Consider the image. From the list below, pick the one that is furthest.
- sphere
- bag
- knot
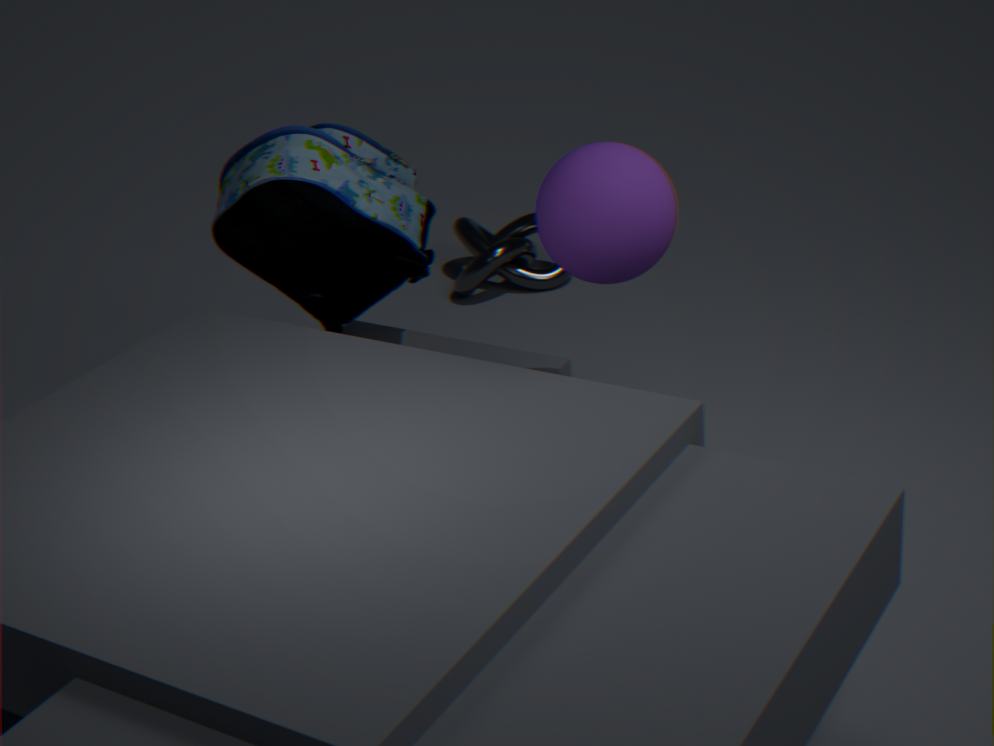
knot
